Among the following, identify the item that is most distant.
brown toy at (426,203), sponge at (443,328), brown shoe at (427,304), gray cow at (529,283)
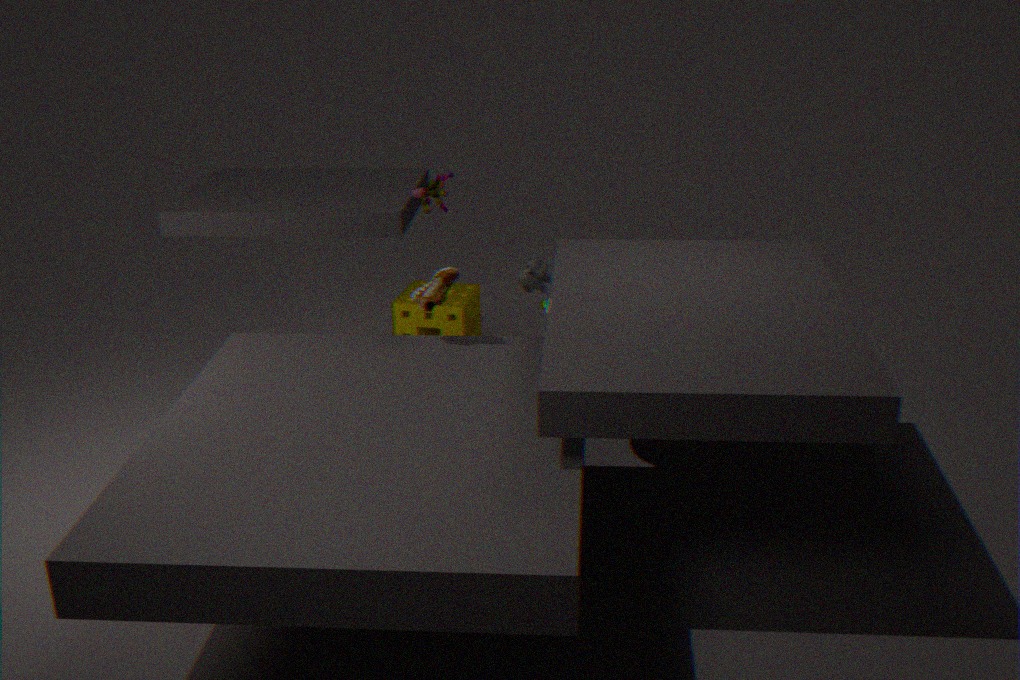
gray cow at (529,283)
